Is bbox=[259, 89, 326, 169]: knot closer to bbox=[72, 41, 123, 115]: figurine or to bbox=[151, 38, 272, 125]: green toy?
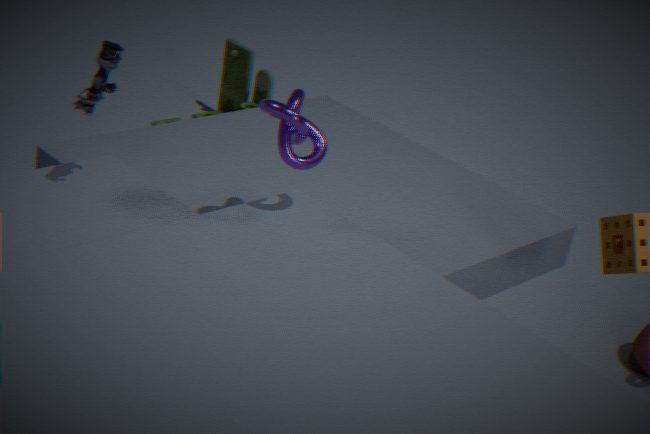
bbox=[72, 41, 123, 115]: figurine
